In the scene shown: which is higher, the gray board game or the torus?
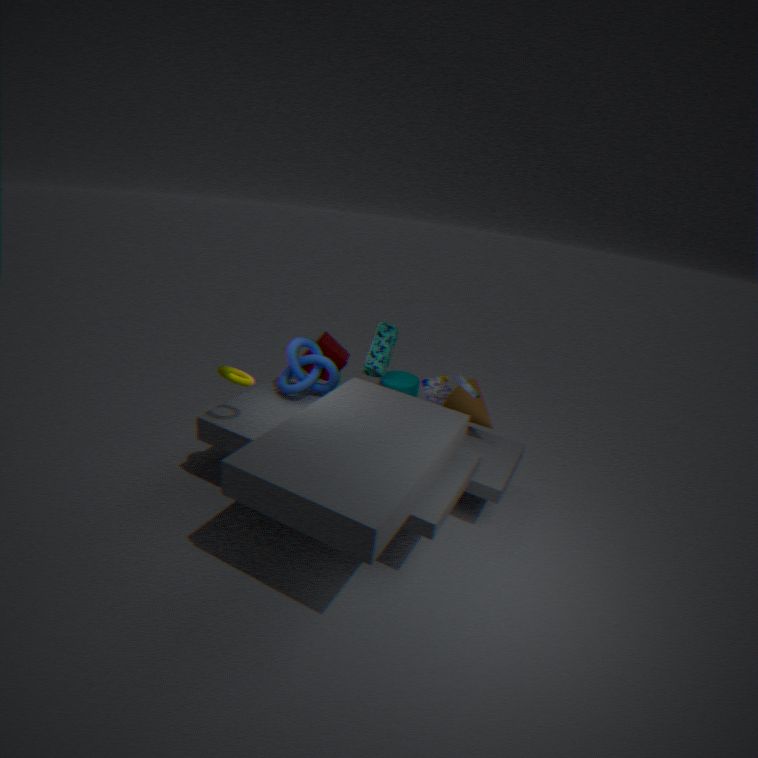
the torus
